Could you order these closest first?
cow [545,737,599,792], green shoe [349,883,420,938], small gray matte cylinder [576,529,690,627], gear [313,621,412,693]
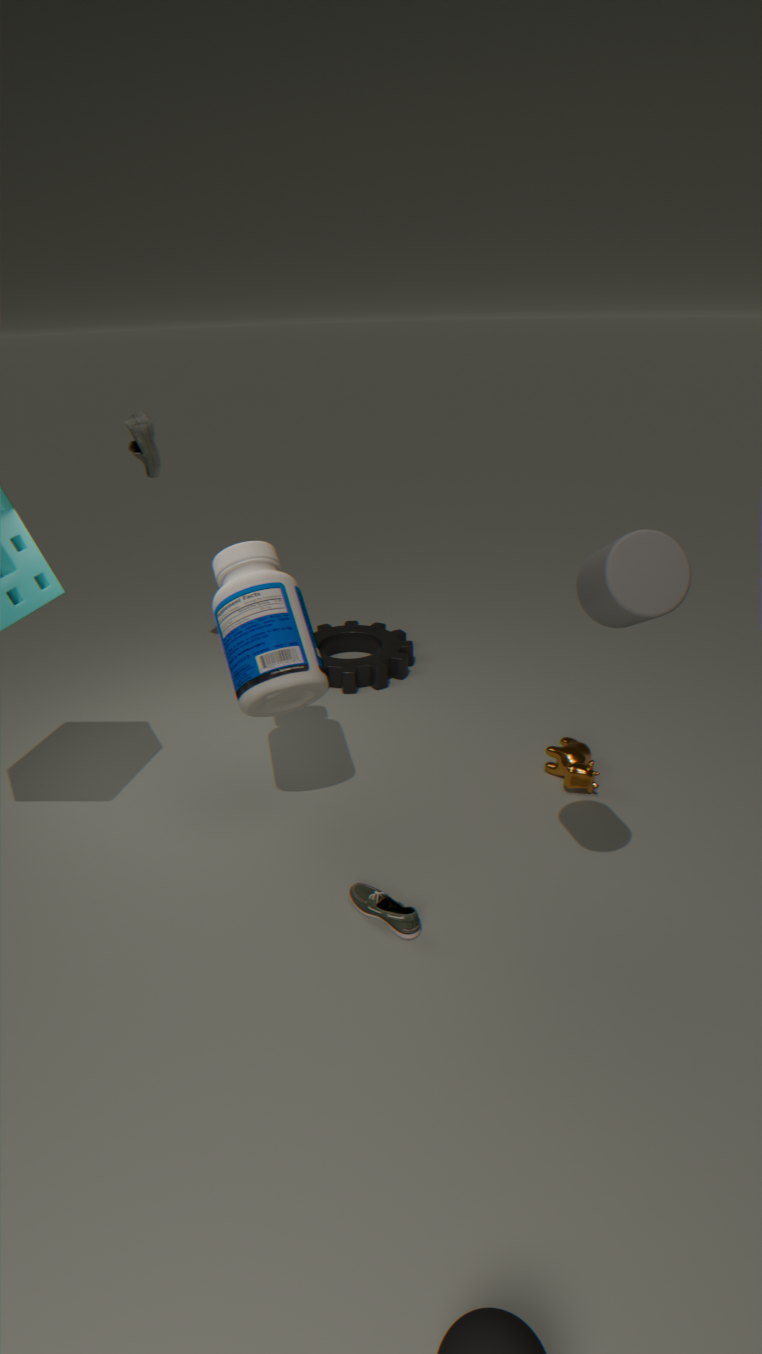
small gray matte cylinder [576,529,690,627] → green shoe [349,883,420,938] → cow [545,737,599,792] → gear [313,621,412,693]
